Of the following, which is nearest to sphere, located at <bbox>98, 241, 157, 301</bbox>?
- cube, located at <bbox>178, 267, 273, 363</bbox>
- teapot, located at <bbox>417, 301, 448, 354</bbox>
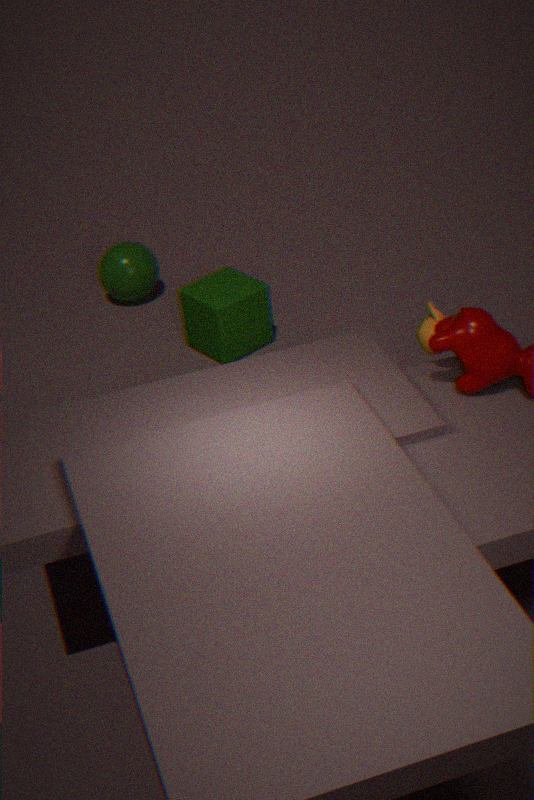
cube, located at <bbox>178, 267, 273, 363</bbox>
